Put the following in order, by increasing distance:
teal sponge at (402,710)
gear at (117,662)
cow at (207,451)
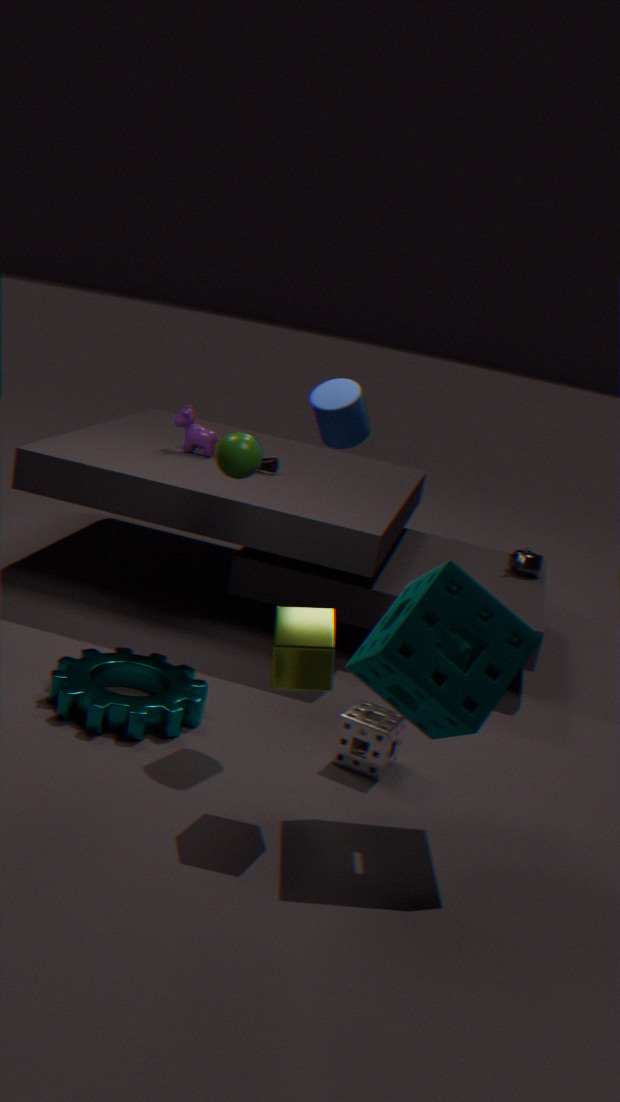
teal sponge at (402,710) → gear at (117,662) → cow at (207,451)
